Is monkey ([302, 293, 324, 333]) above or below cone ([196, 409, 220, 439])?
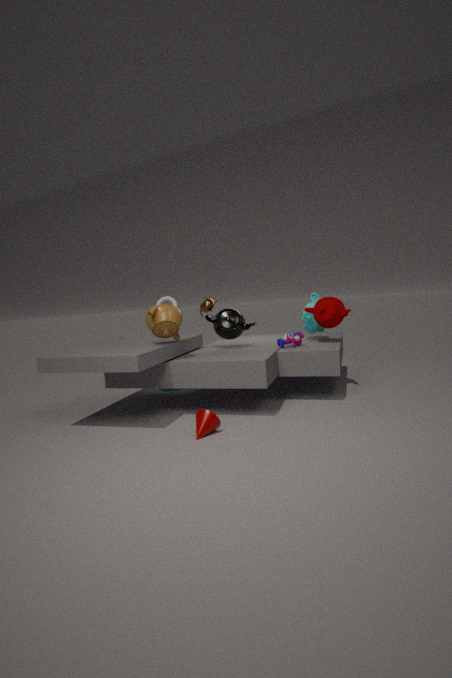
above
